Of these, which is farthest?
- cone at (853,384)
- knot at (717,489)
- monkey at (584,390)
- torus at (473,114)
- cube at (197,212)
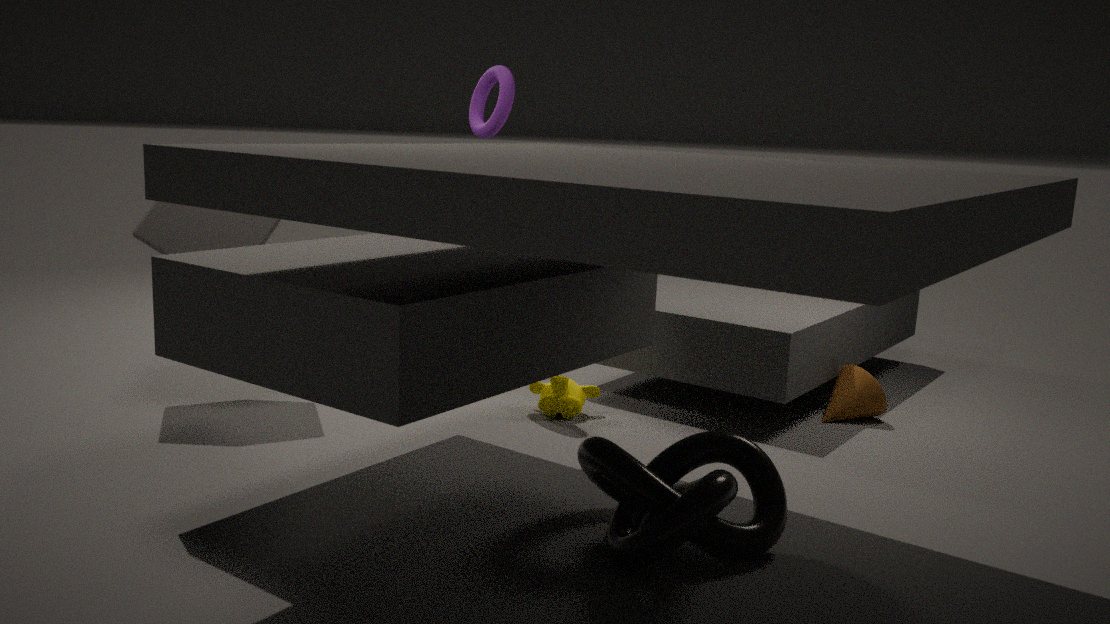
cone at (853,384)
